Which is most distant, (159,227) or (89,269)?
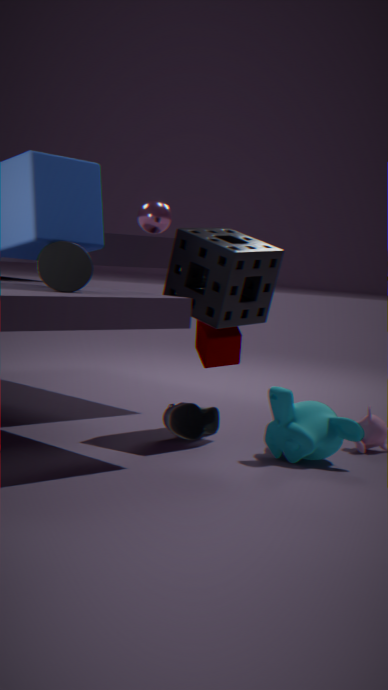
(159,227)
